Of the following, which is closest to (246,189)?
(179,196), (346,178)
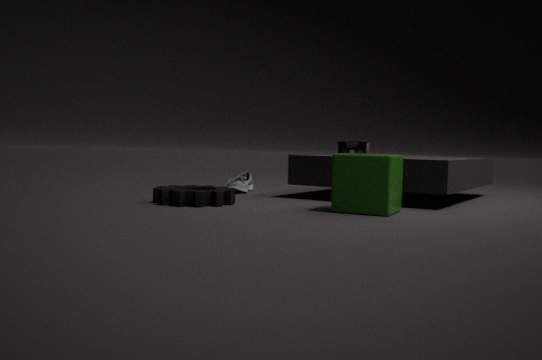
(179,196)
